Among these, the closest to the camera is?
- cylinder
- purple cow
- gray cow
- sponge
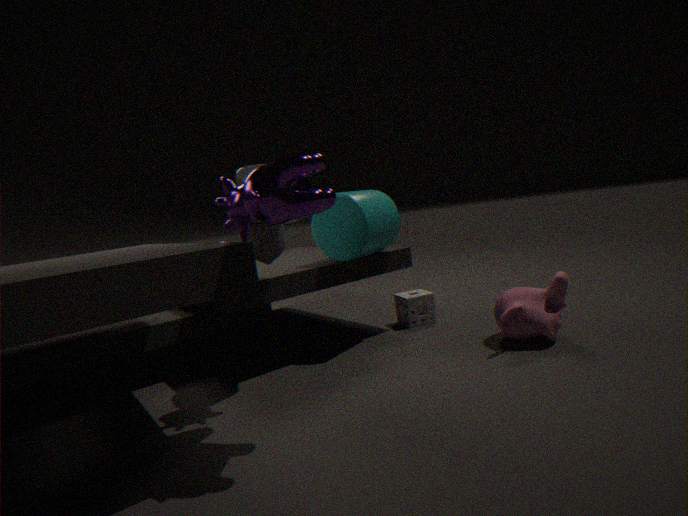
purple cow
